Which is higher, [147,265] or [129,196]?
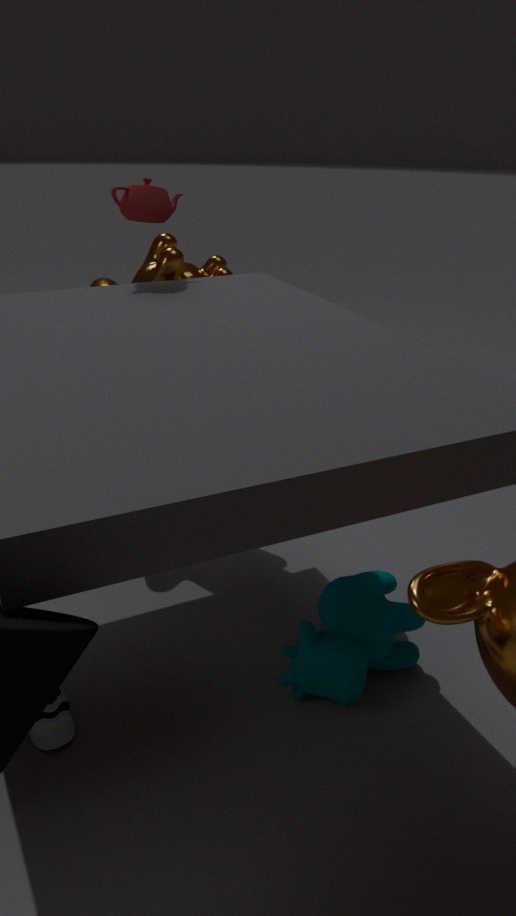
[129,196]
